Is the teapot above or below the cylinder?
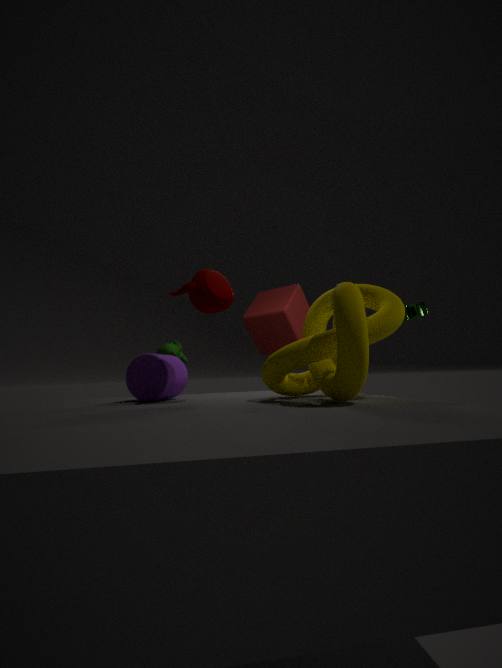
above
